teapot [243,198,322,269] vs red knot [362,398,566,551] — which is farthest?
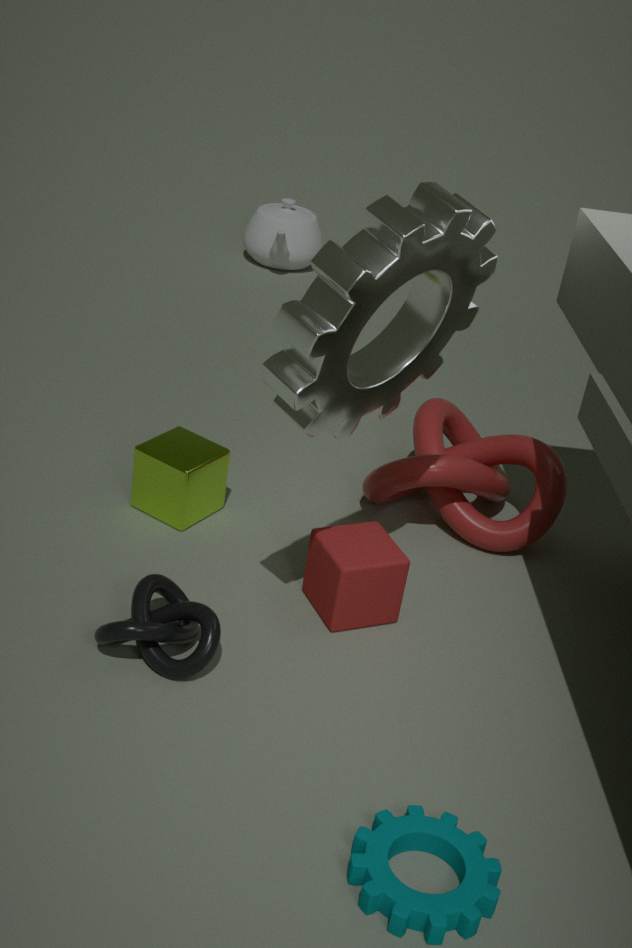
teapot [243,198,322,269]
